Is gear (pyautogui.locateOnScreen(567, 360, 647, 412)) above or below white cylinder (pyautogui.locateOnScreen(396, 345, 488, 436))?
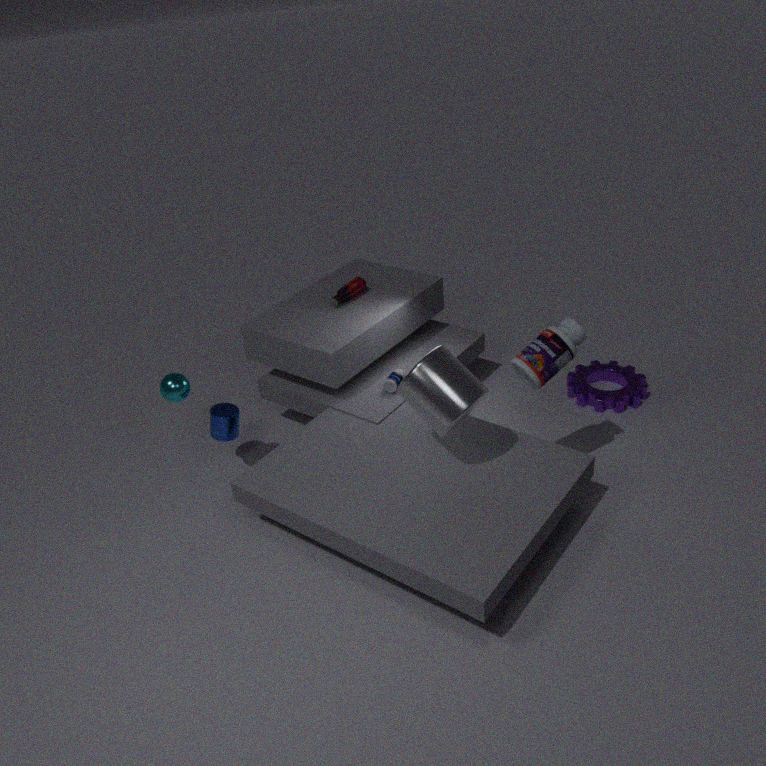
below
